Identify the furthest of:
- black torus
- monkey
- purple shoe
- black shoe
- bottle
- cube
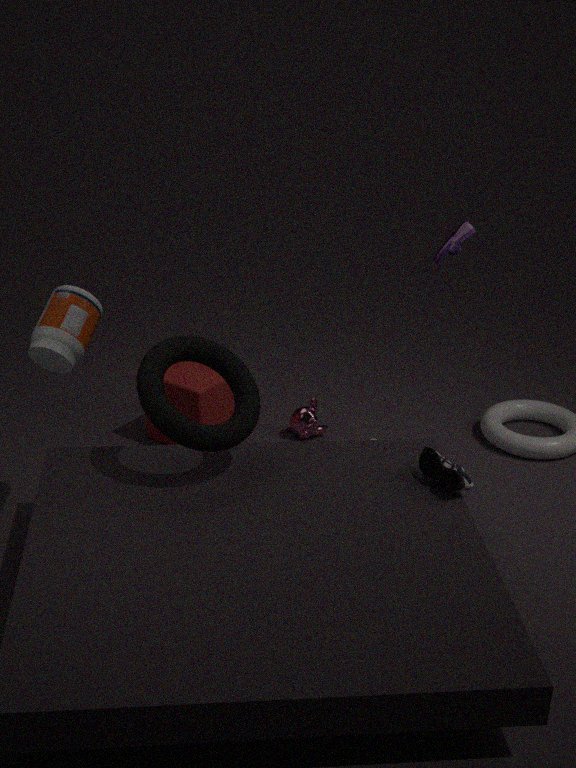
monkey
